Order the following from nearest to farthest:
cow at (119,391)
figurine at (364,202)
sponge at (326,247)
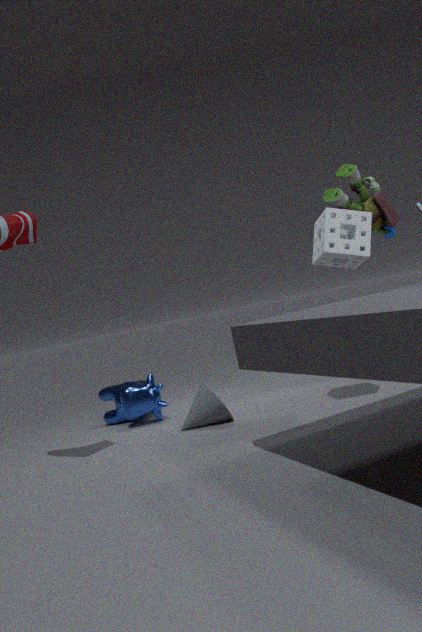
sponge at (326,247)
figurine at (364,202)
cow at (119,391)
